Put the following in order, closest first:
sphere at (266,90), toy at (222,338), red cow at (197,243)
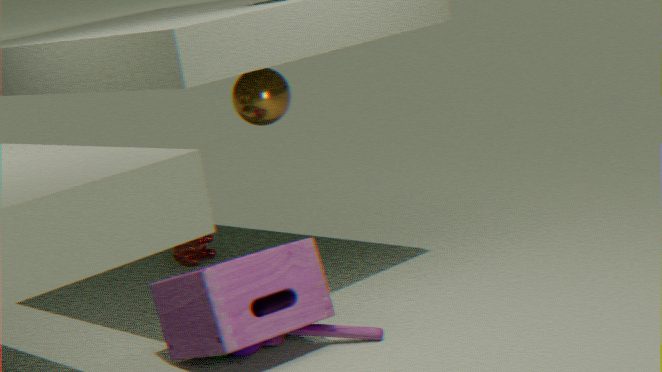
toy at (222,338) < sphere at (266,90) < red cow at (197,243)
